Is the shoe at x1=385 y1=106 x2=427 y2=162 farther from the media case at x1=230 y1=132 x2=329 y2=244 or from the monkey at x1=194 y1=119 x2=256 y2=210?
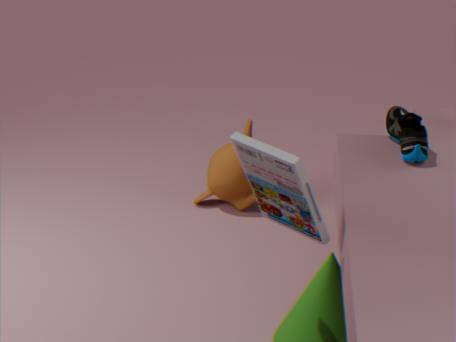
the monkey at x1=194 y1=119 x2=256 y2=210
